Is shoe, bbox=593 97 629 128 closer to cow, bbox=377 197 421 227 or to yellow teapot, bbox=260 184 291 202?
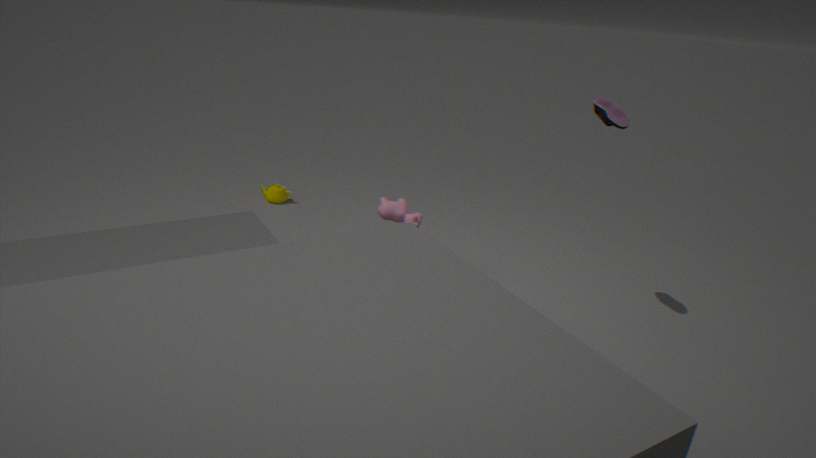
cow, bbox=377 197 421 227
